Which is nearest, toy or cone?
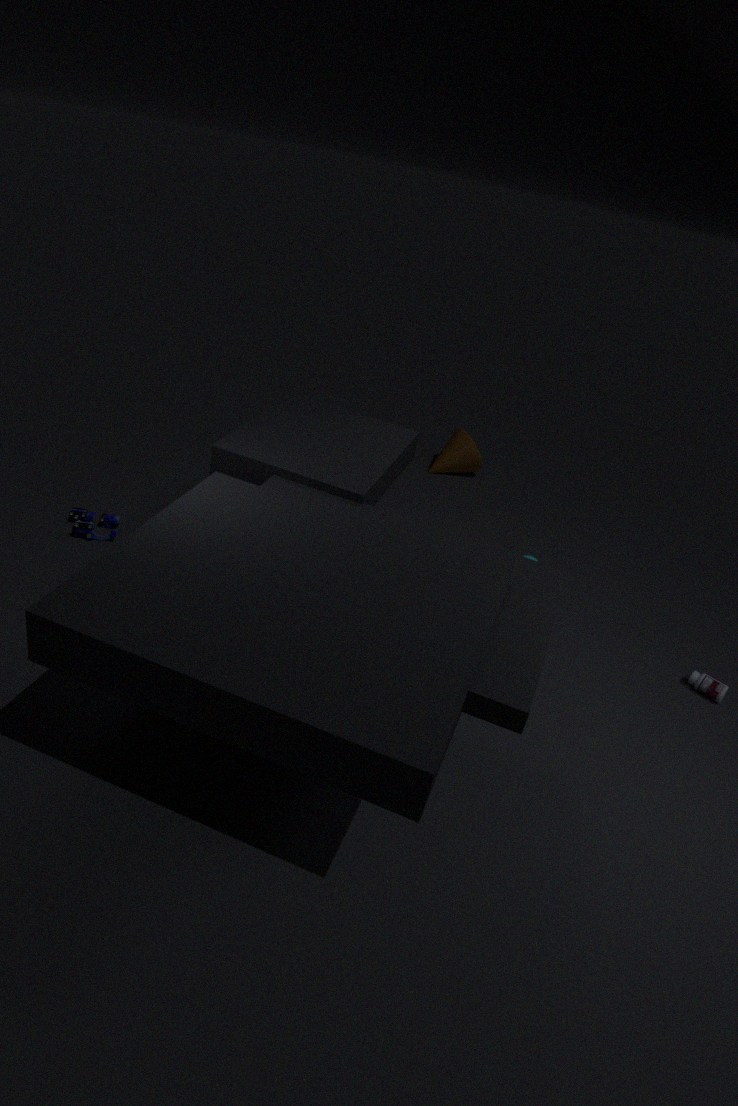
toy
